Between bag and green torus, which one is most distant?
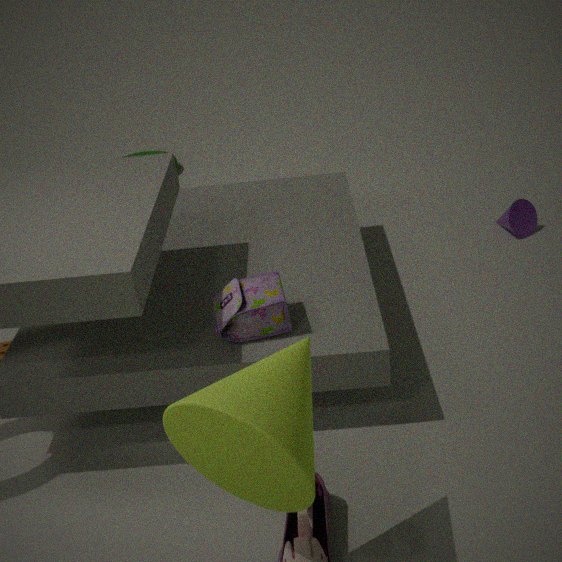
green torus
